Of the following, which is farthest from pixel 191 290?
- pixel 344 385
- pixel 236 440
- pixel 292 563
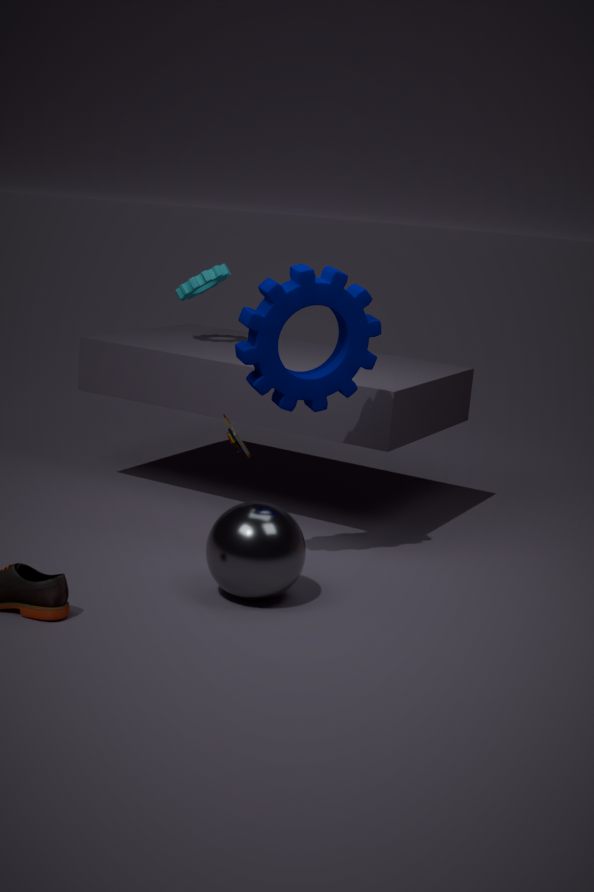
pixel 292 563
